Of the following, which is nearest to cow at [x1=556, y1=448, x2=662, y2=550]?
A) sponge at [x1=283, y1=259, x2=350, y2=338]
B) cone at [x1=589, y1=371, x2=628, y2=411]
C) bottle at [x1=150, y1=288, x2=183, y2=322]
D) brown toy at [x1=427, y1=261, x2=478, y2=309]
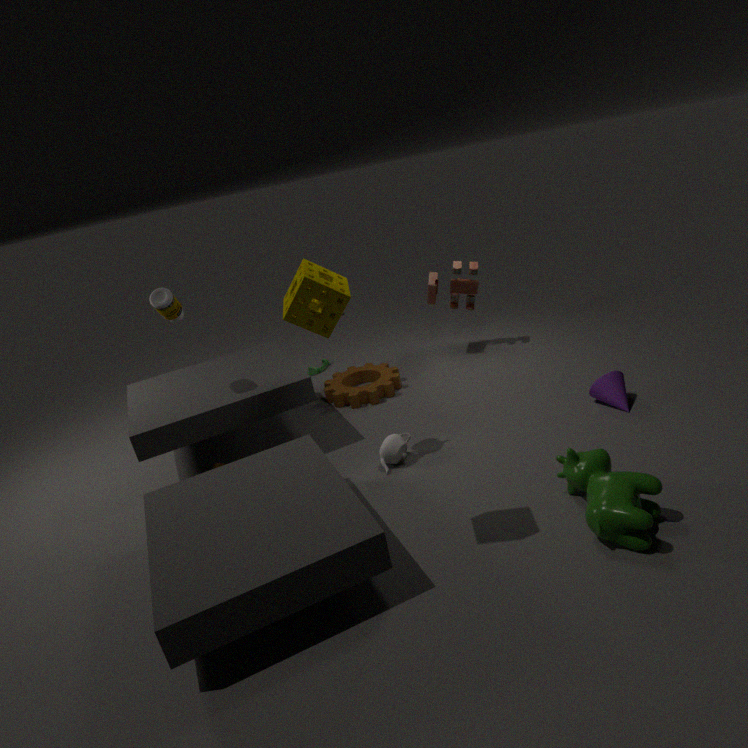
cone at [x1=589, y1=371, x2=628, y2=411]
